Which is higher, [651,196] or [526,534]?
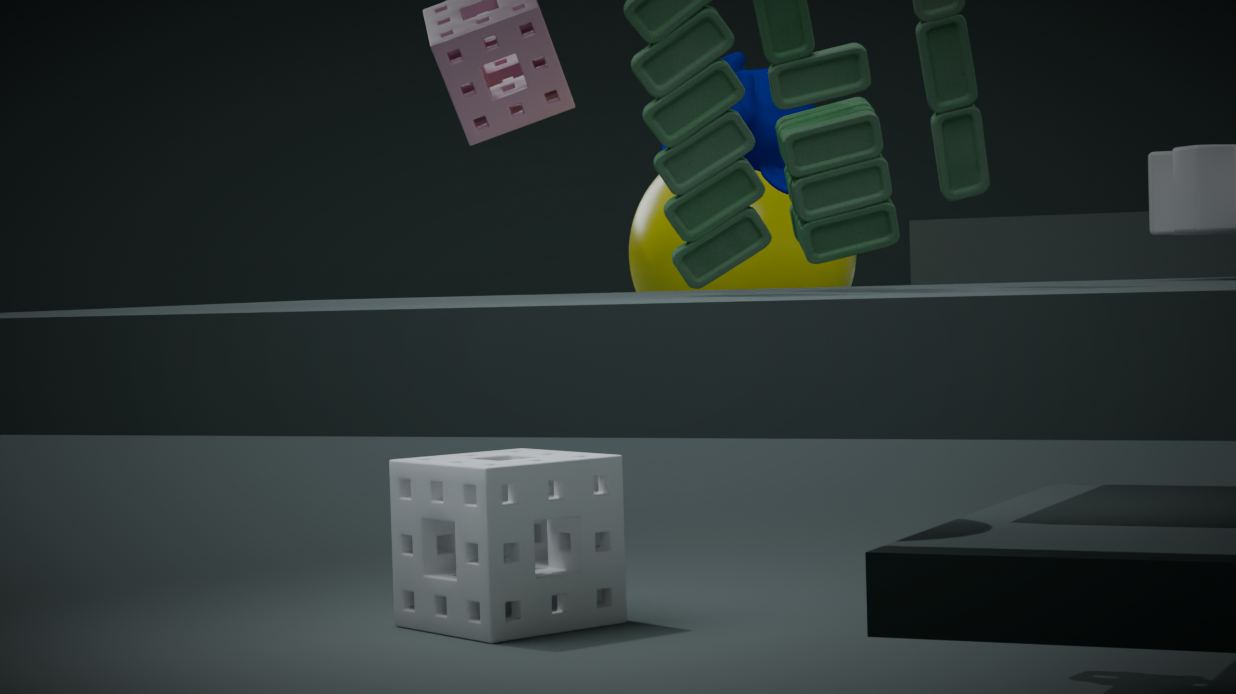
[651,196]
